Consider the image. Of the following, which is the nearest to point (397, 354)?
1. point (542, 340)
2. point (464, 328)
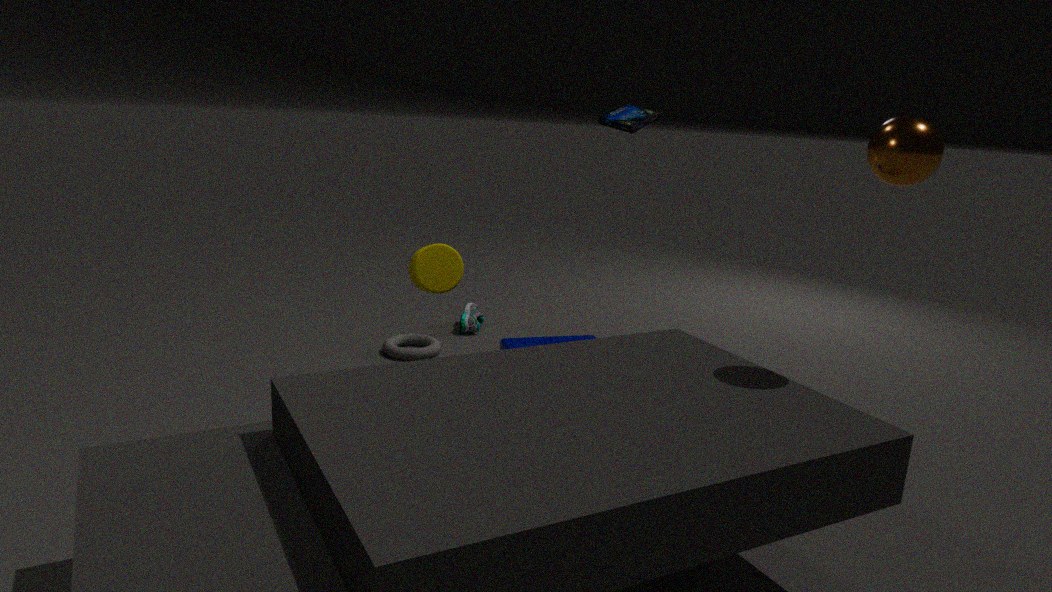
point (464, 328)
